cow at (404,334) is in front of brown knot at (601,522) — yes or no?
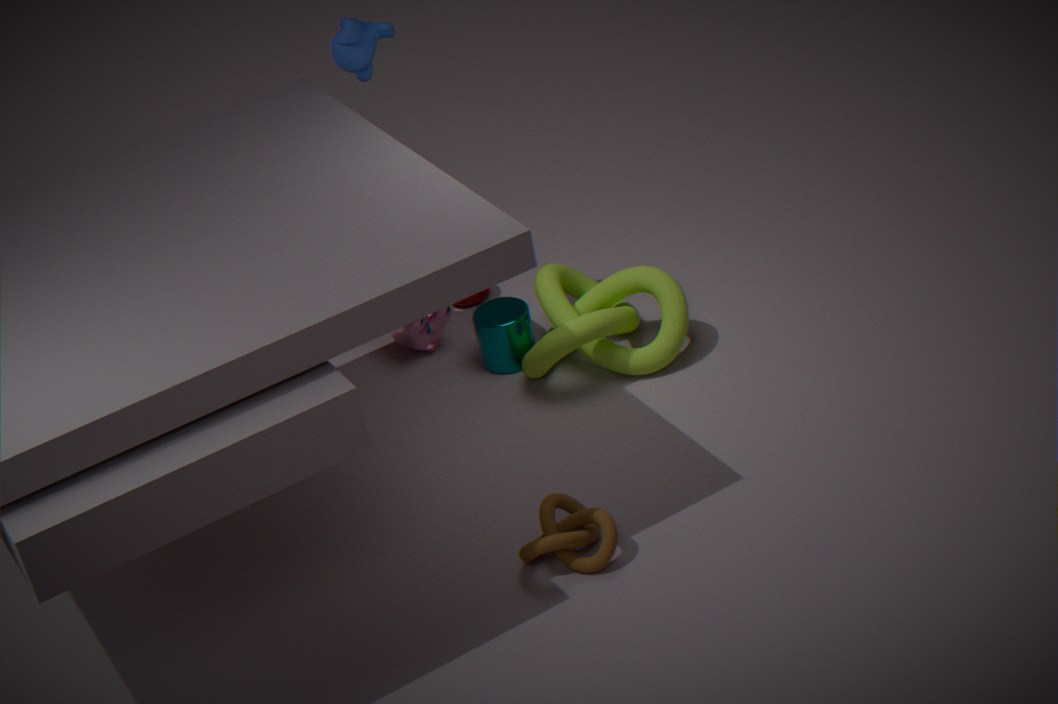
No
